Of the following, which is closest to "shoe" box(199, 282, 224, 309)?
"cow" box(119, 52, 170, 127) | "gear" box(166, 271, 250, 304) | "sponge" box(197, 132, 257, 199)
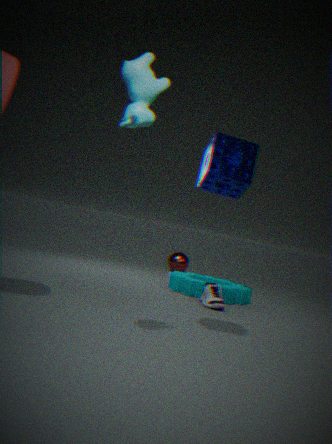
"gear" box(166, 271, 250, 304)
